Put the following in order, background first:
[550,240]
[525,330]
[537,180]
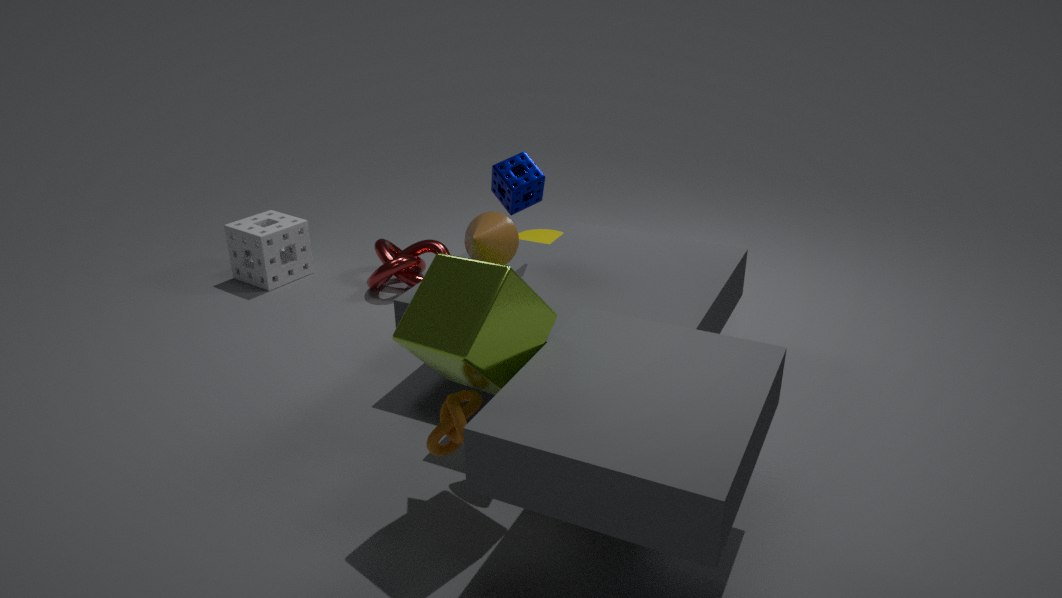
[550,240], [537,180], [525,330]
